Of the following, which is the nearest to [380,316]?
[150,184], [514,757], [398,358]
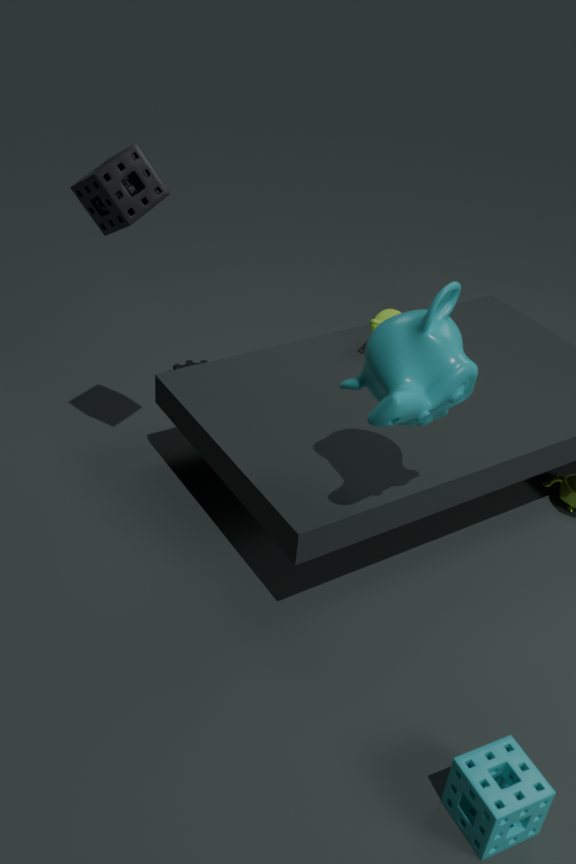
→ [398,358]
